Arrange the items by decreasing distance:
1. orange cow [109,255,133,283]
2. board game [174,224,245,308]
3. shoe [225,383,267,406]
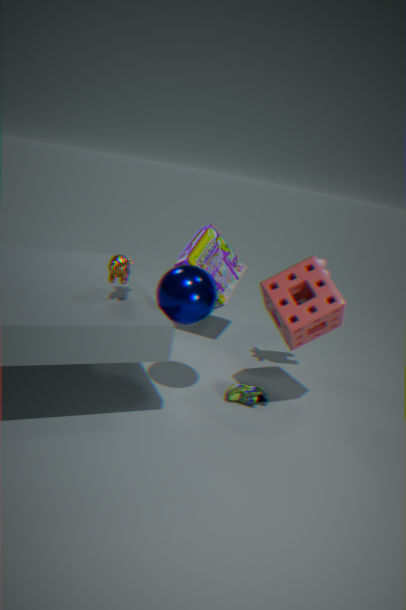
board game [174,224,245,308] < shoe [225,383,267,406] < orange cow [109,255,133,283]
